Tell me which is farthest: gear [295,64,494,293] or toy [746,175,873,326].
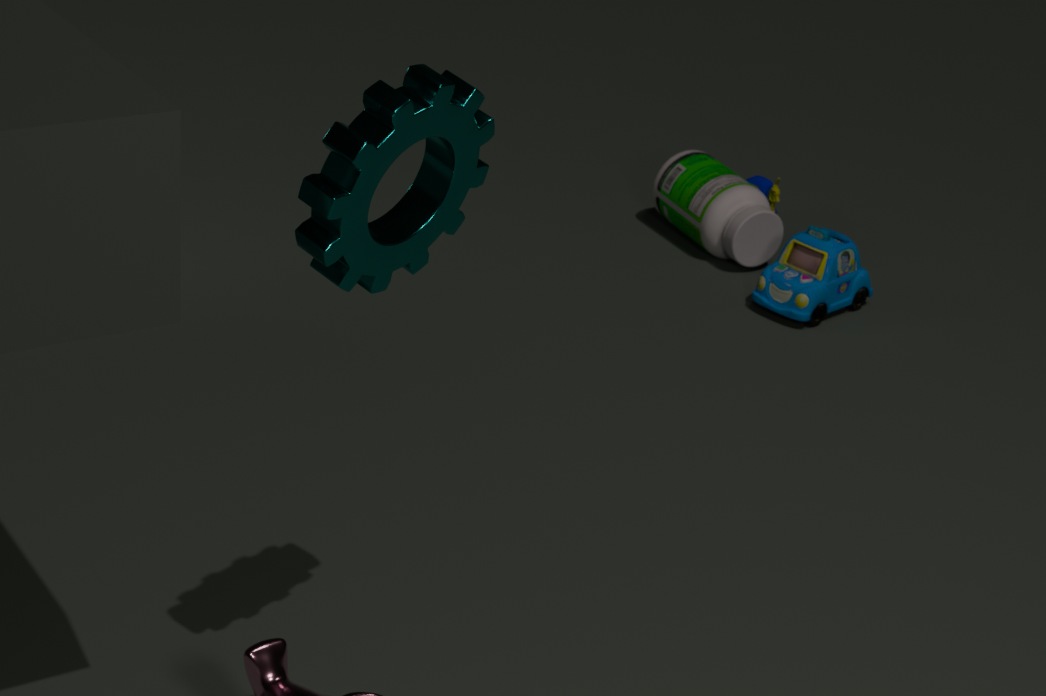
toy [746,175,873,326]
